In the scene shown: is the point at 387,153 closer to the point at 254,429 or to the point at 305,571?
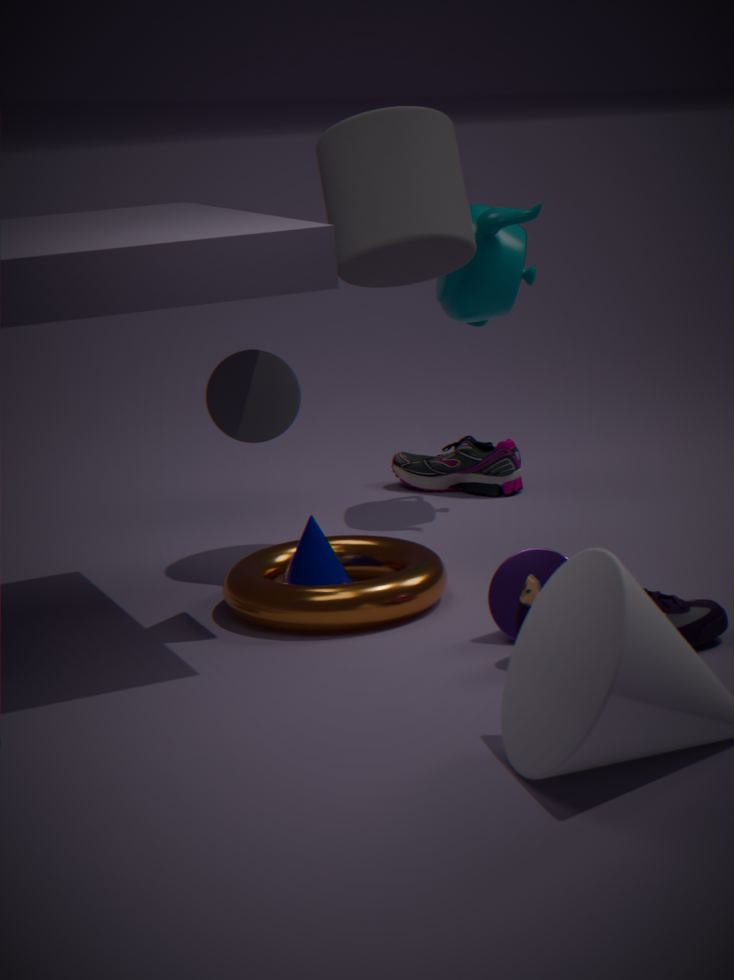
the point at 254,429
